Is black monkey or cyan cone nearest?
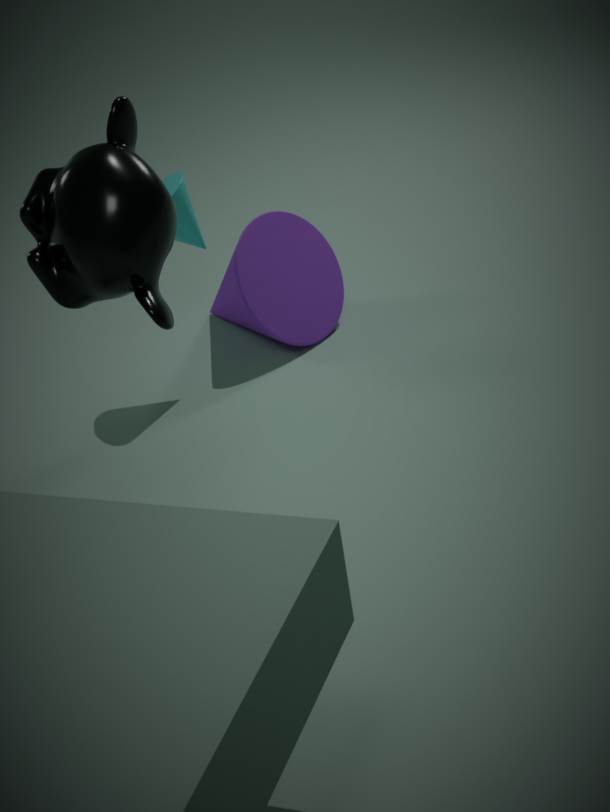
black monkey
